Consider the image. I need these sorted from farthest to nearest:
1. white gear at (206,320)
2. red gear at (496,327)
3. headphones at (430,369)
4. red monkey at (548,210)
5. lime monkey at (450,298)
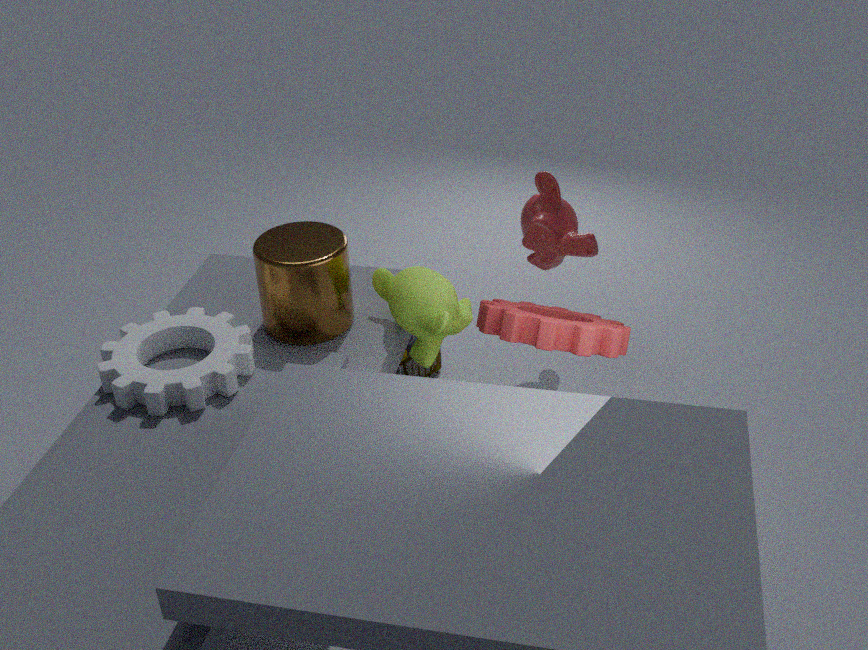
1. headphones at (430,369)
2. red monkey at (548,210)
3. lime monkey at (450,298)
4. white gear at (206,320)
5. red gear at (496,327)
